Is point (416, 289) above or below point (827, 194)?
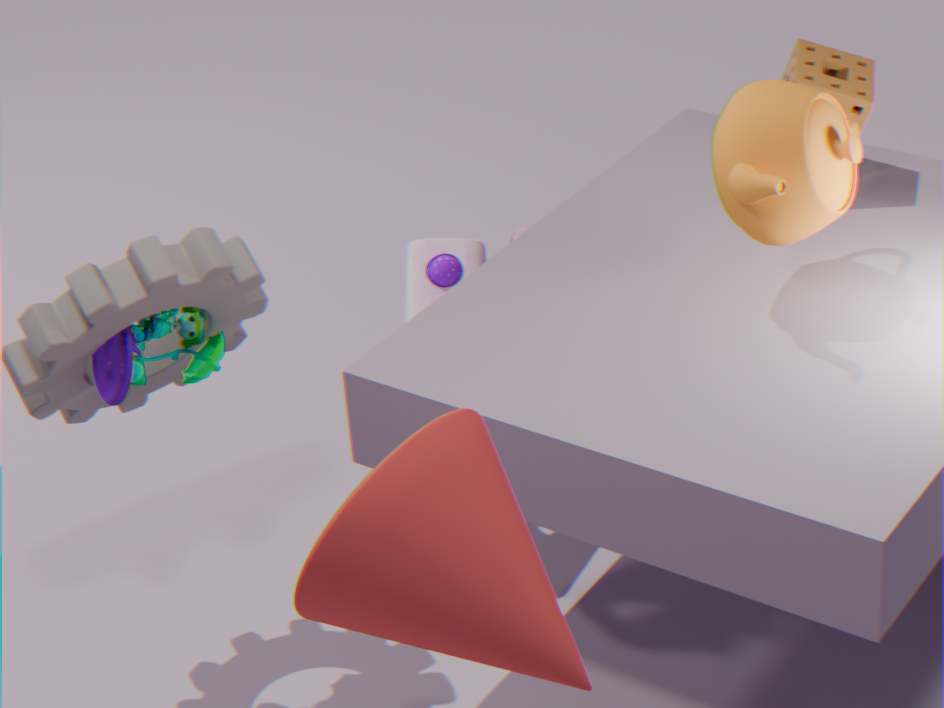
below
